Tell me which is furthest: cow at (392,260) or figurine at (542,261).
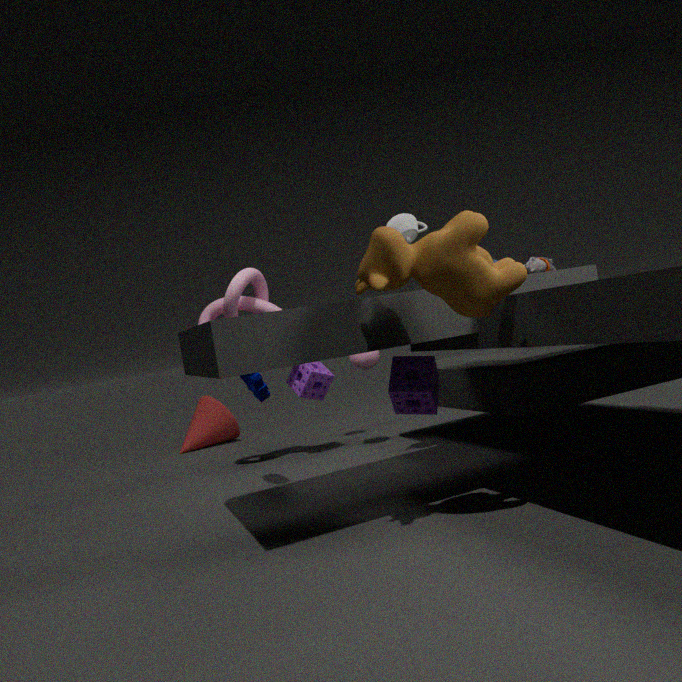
figurine at (542,261)
